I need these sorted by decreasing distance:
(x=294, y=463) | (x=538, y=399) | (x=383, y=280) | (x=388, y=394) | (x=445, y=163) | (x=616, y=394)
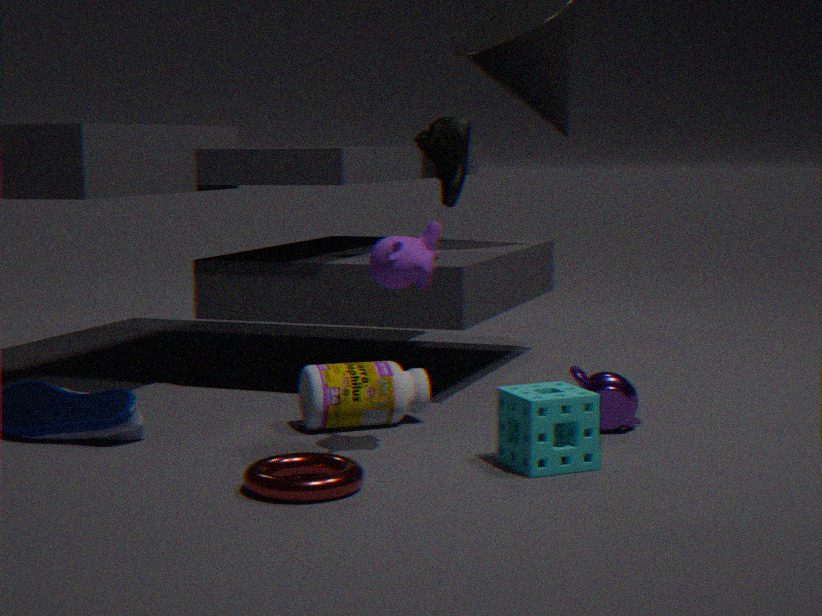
(x=445, y=163) < (x=388, y=394) < (x=616, y=394) < (x=383, y=280) < (x=294, y=463) < (x=538, y=399)
